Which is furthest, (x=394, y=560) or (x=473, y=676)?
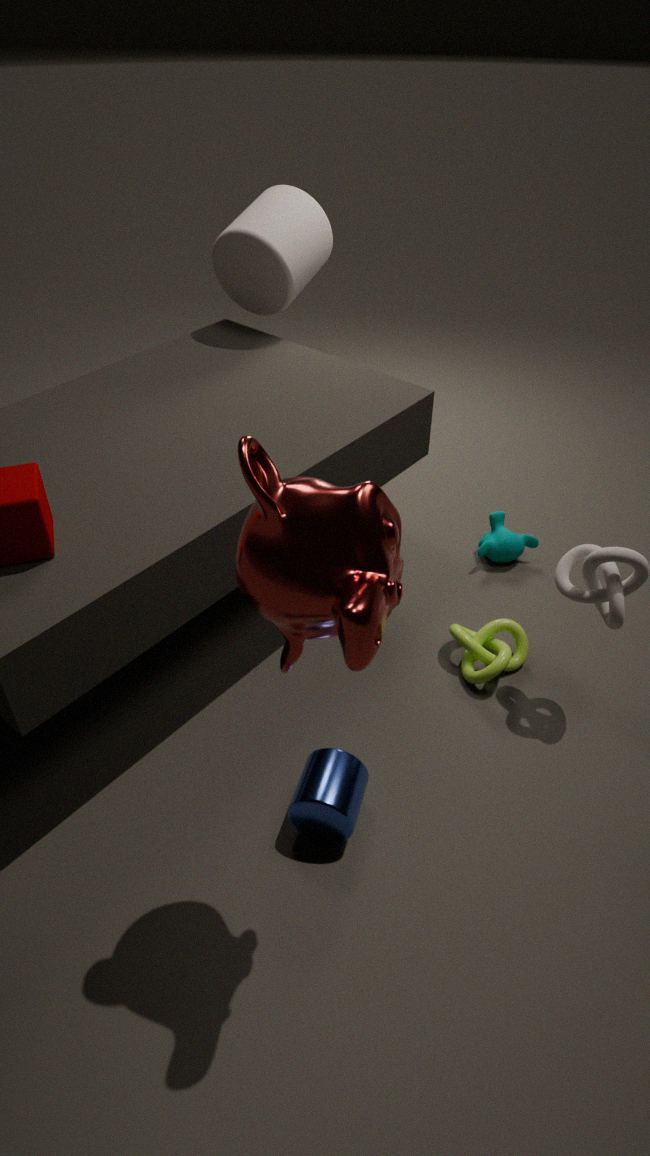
(x=473, y=676)
